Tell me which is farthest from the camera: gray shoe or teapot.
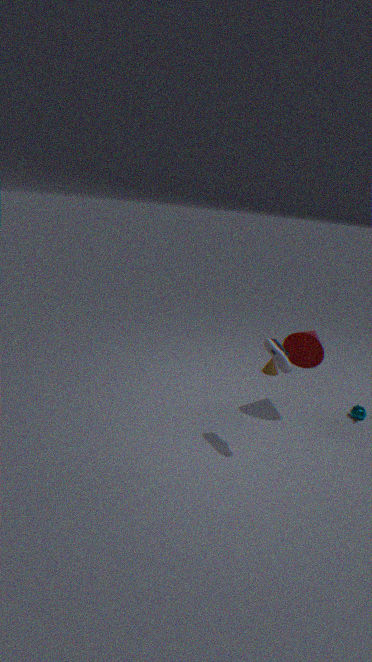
teapot
